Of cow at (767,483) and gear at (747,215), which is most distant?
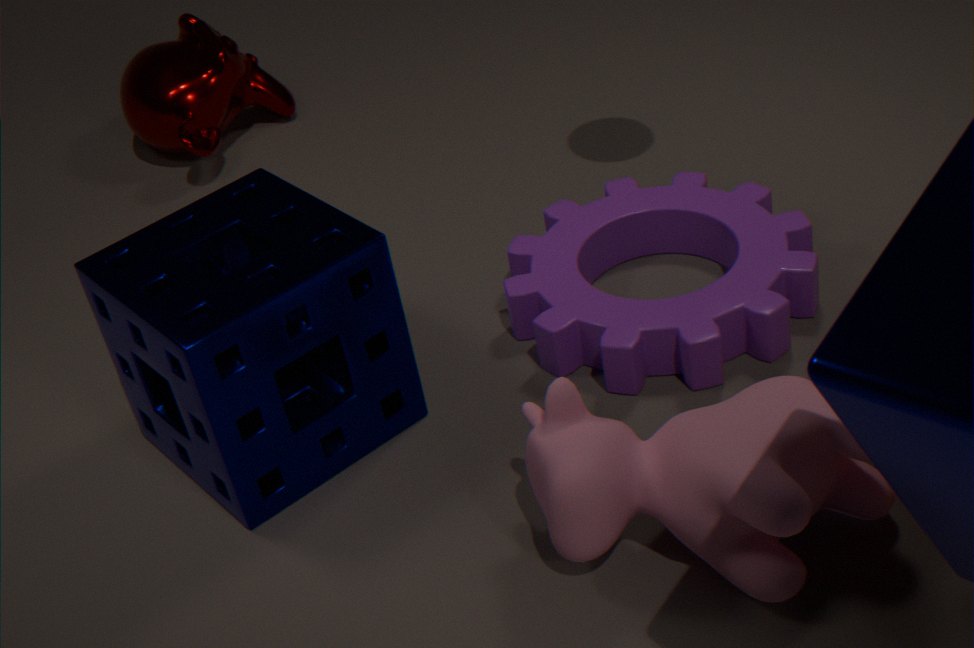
gear at (747,215)
